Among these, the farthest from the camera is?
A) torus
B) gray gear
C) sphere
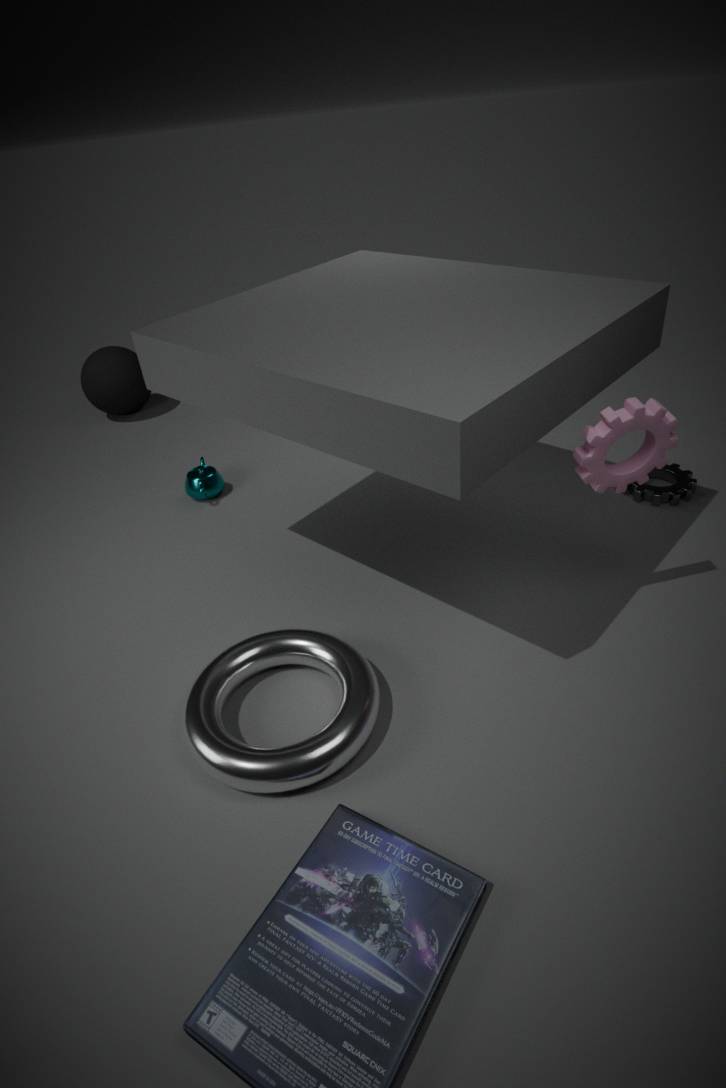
C. sphere
